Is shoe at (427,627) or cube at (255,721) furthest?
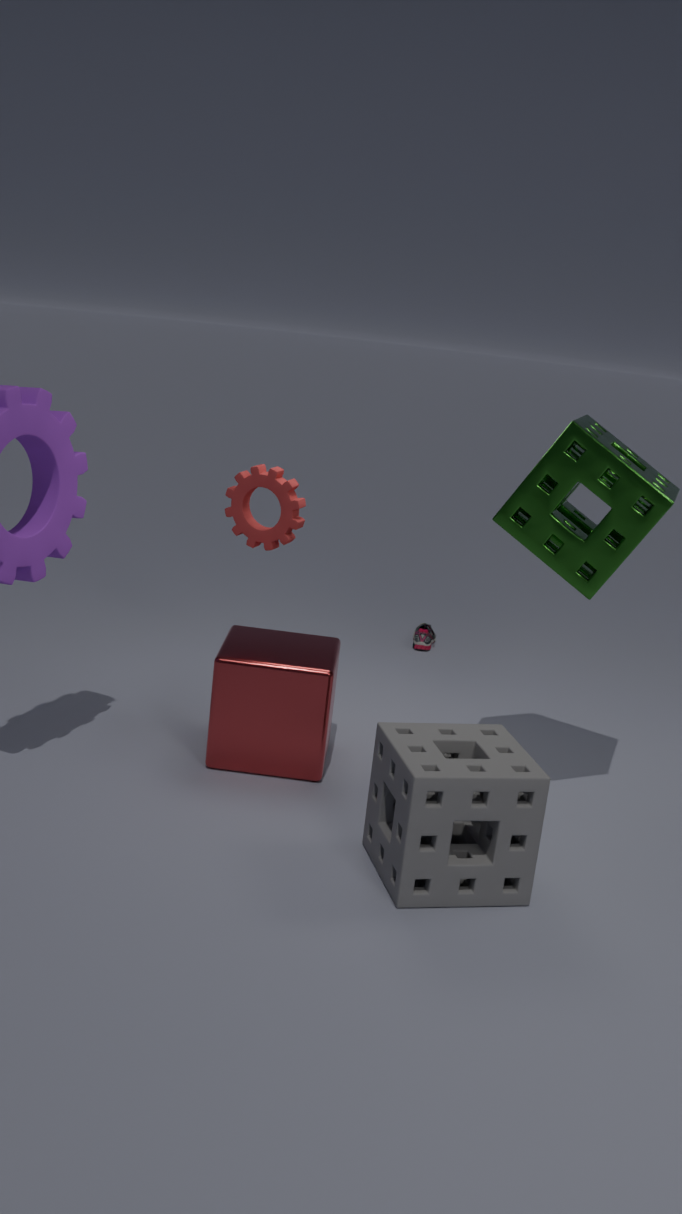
shoe at (427,627)
